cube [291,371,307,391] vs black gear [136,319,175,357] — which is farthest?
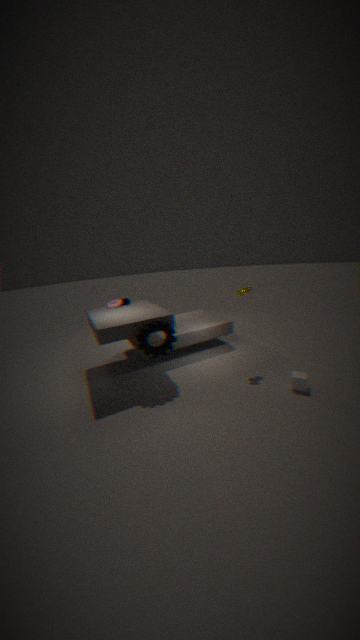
black gear [136,319,175,357]
